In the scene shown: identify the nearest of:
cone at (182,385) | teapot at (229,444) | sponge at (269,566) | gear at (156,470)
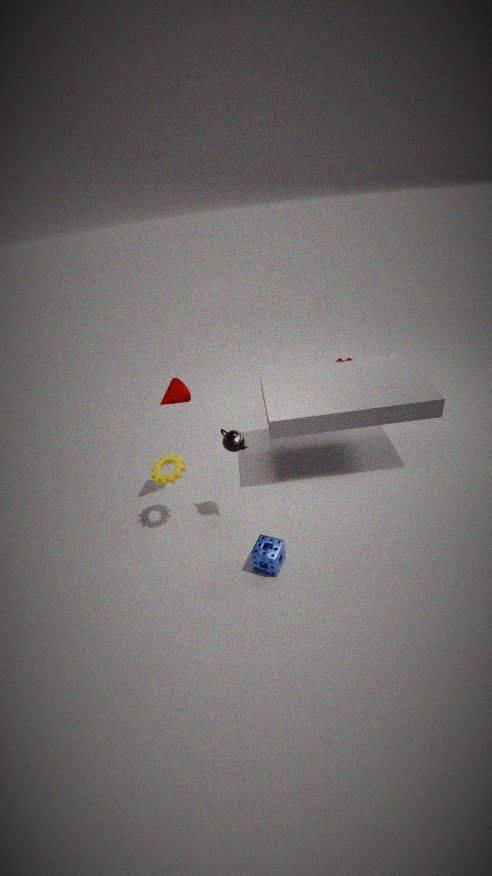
A: sponge at (269,566)
